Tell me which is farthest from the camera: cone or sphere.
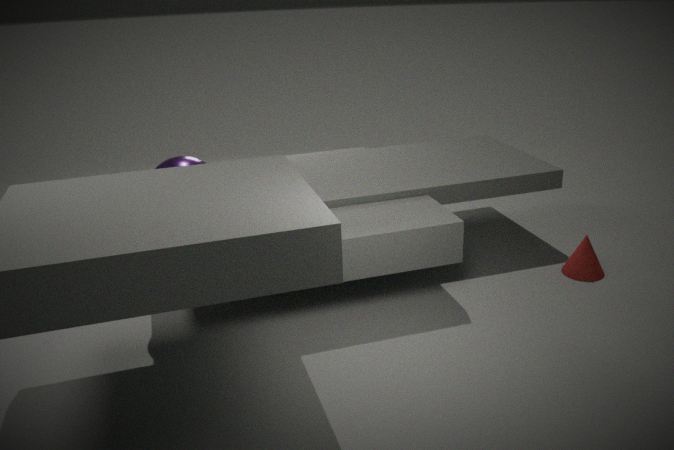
cone
